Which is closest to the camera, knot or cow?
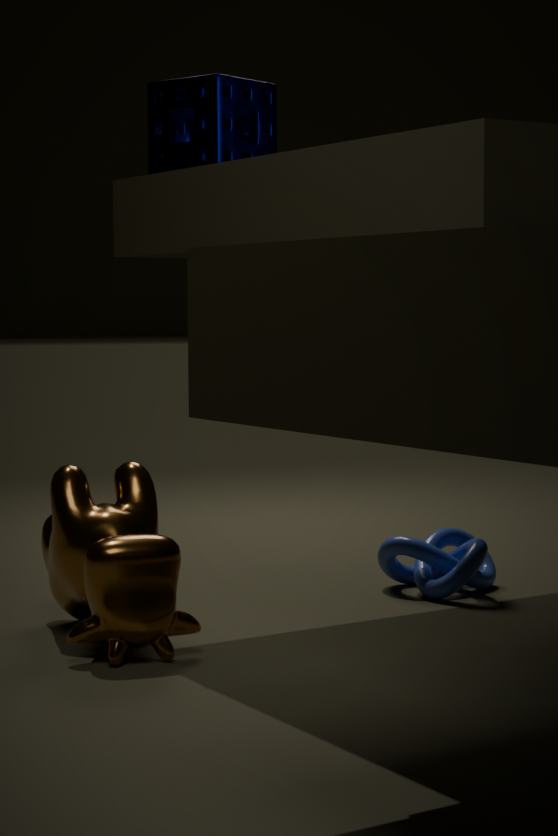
cow
